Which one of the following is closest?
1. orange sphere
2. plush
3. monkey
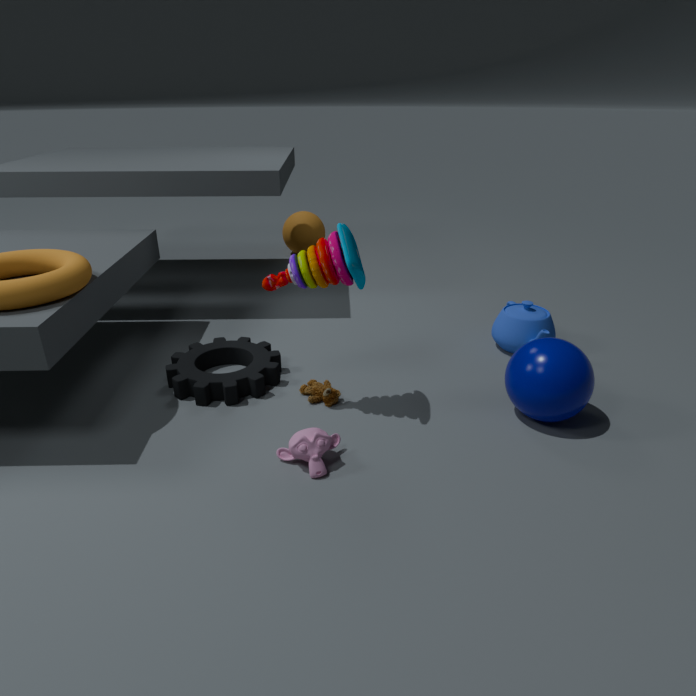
monkey
